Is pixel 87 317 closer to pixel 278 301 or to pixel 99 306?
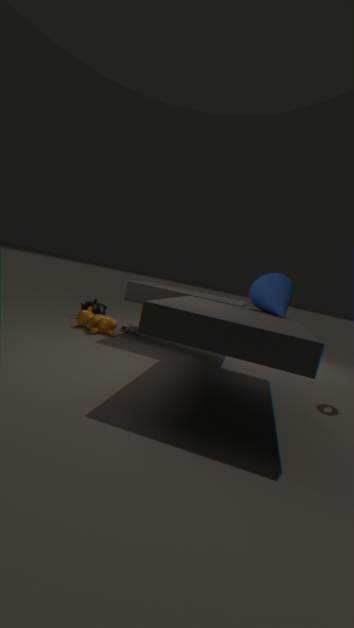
pixel 99 306
